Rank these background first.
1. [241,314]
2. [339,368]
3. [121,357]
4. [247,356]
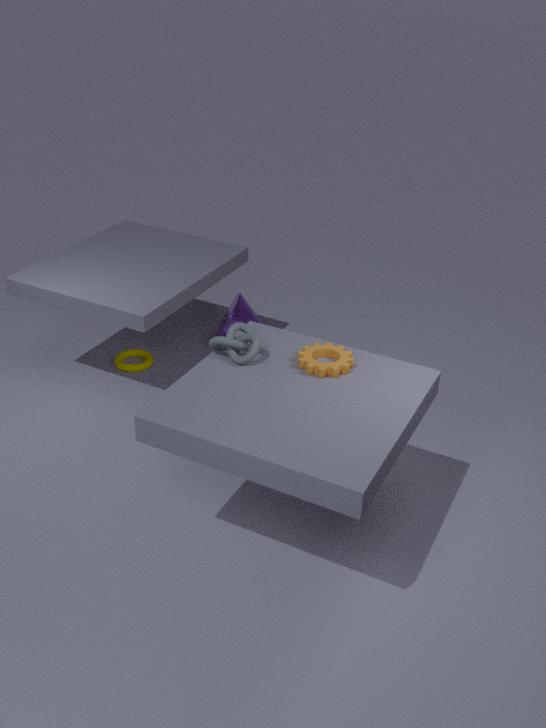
1. [241,314]
2. [121,357]
3. [247,356]
4. [339,368]
